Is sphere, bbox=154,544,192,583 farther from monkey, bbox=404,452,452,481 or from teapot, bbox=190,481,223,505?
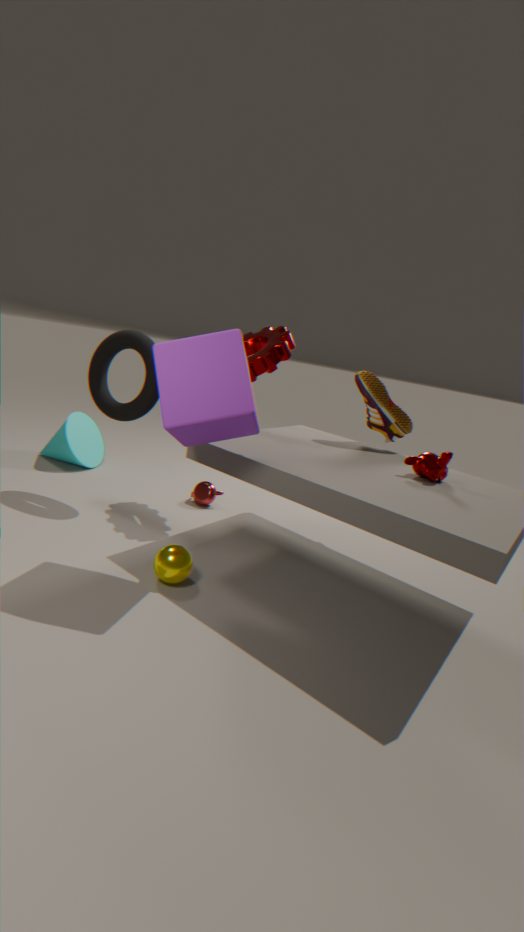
monkey, bbox=404,452,452,481
